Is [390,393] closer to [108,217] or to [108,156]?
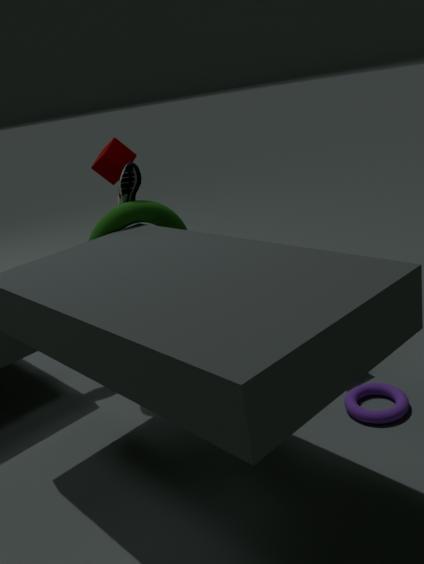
[108,217]
